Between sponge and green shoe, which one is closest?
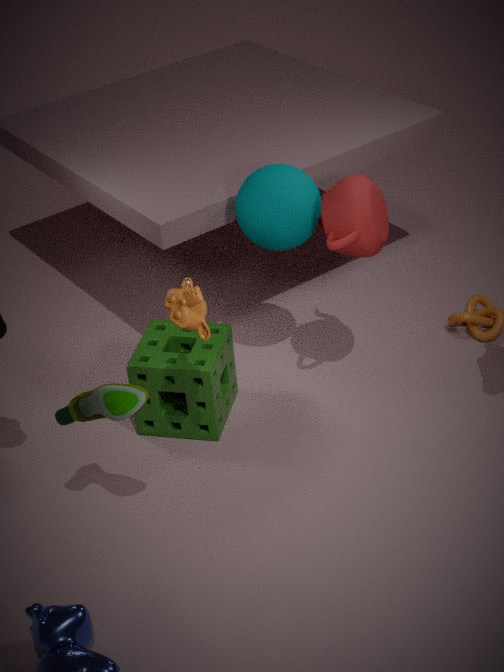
green shoe
